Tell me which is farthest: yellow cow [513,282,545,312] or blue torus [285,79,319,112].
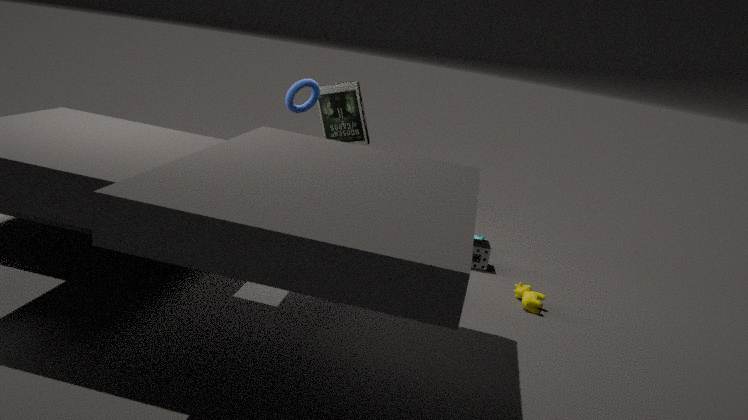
blue torus [285,79,319,112]
